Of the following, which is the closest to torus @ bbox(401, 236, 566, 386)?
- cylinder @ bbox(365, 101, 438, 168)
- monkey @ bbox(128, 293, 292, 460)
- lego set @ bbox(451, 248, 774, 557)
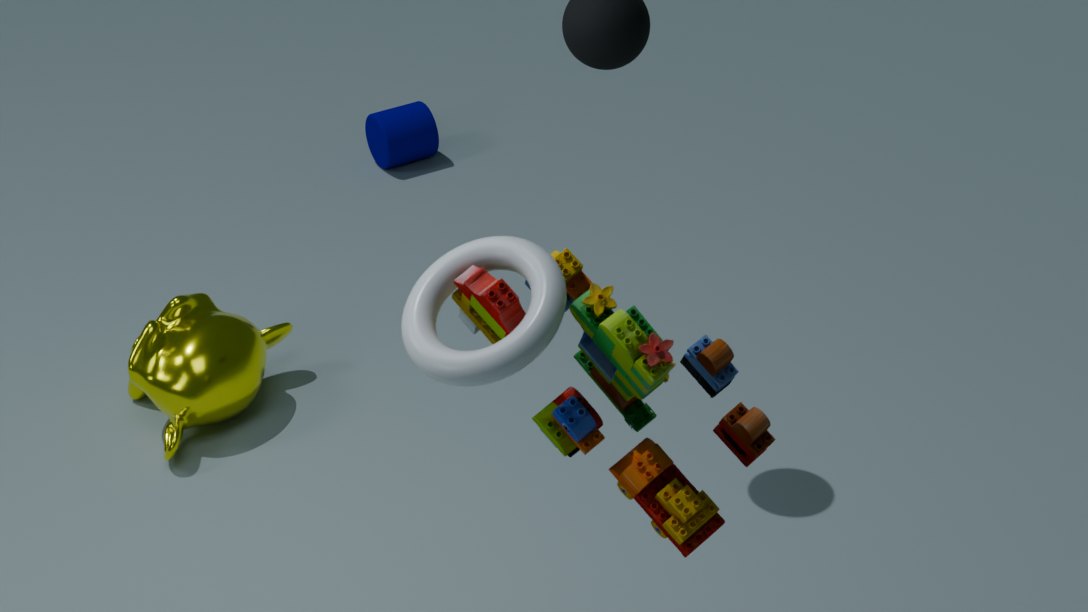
lego set @ bbox(451, 248, 774, 557)
